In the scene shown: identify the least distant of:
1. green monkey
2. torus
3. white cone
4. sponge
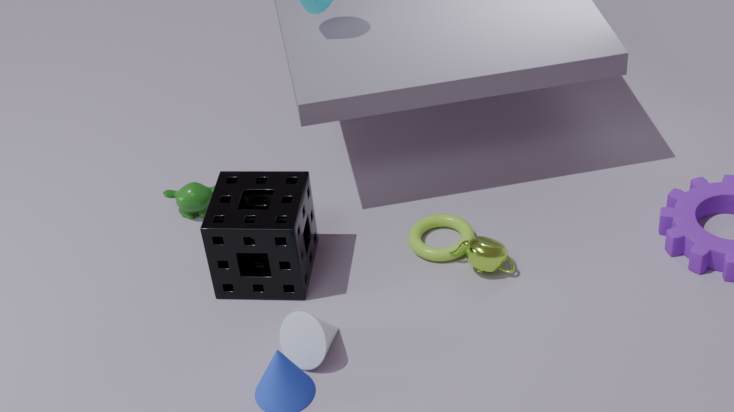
white cone
